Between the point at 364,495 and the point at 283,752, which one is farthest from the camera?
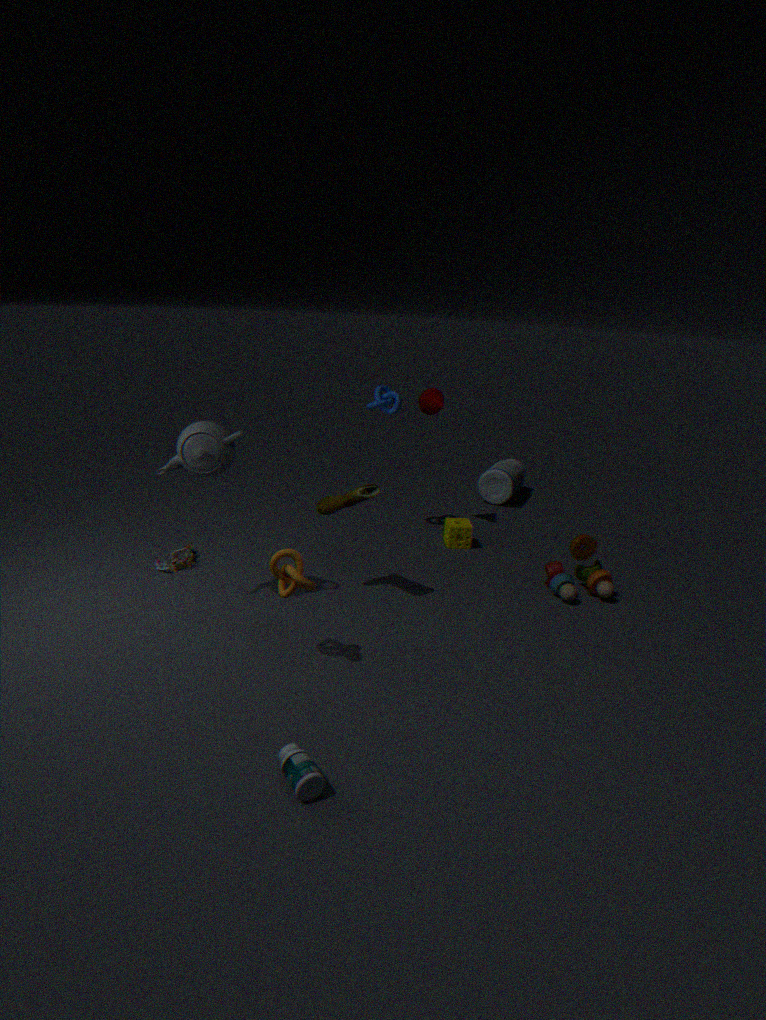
the point at 364,495
